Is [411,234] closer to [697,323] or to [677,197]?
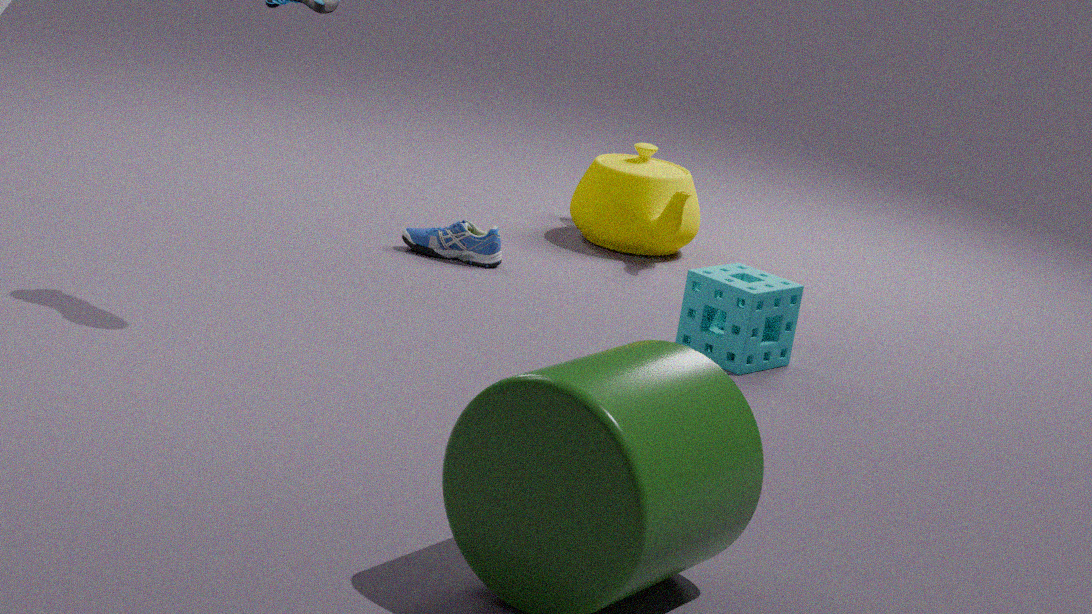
[677,197]
